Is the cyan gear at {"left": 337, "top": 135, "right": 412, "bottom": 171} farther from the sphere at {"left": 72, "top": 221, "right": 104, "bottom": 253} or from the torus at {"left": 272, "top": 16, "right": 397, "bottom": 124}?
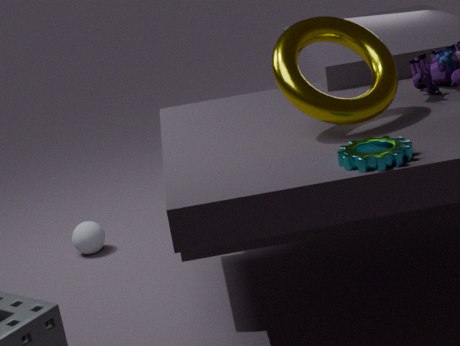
the sphere at {"left": 72, "top": 221, "right": 104, "bottom": 253}
